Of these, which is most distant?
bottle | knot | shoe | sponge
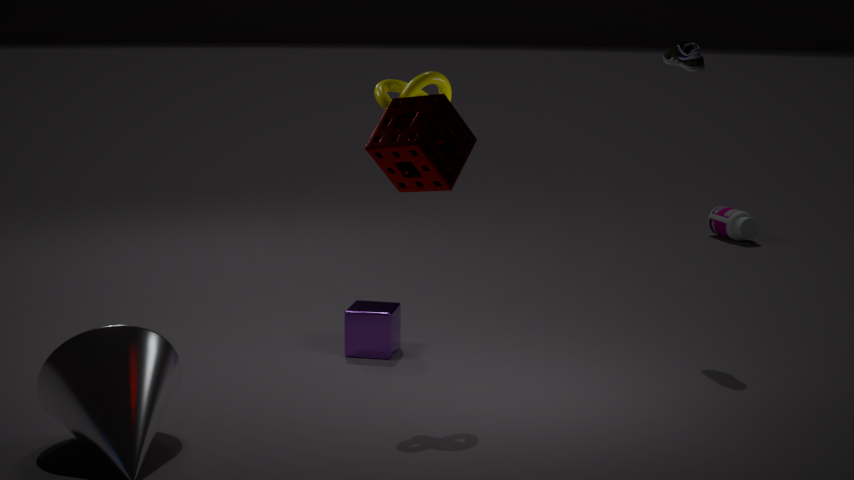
bottle
